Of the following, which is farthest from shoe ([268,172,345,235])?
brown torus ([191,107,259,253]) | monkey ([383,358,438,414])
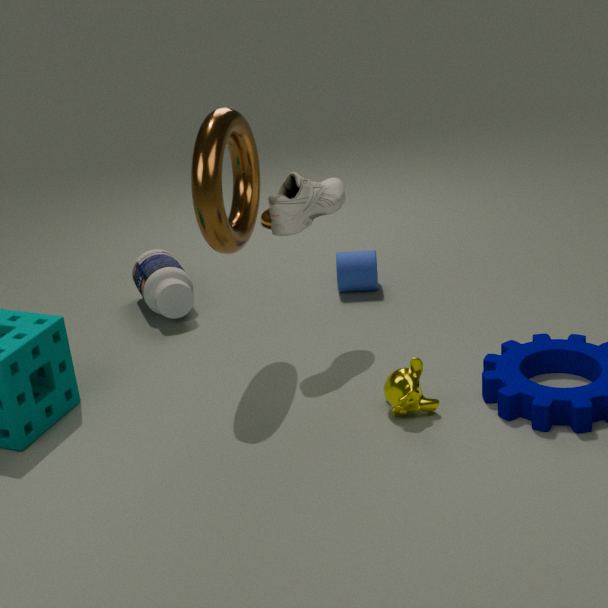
monkey ([383,358,438,414])
